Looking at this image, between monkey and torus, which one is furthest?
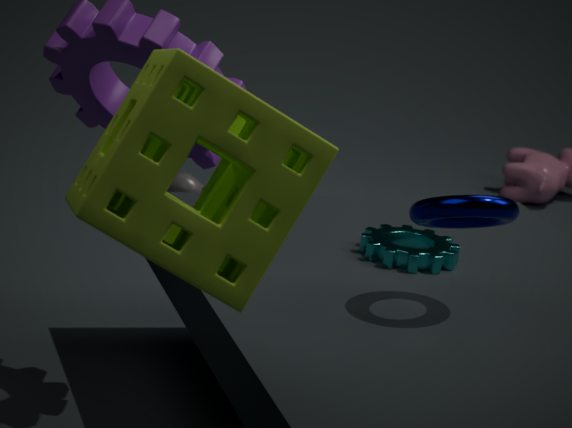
monkey
